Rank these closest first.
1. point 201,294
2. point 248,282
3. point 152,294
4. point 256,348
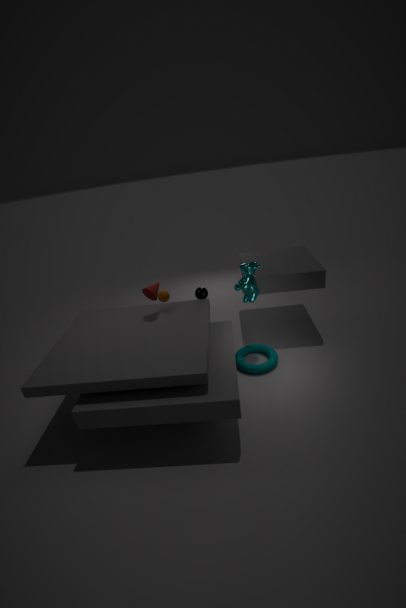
point 248,282 < point 152,294 < point 256,348 < point 201,294
